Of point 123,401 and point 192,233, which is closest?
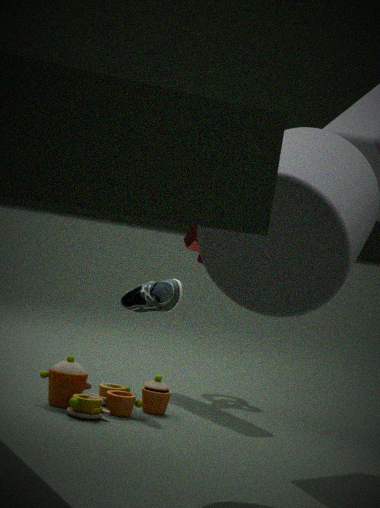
point 123,401
